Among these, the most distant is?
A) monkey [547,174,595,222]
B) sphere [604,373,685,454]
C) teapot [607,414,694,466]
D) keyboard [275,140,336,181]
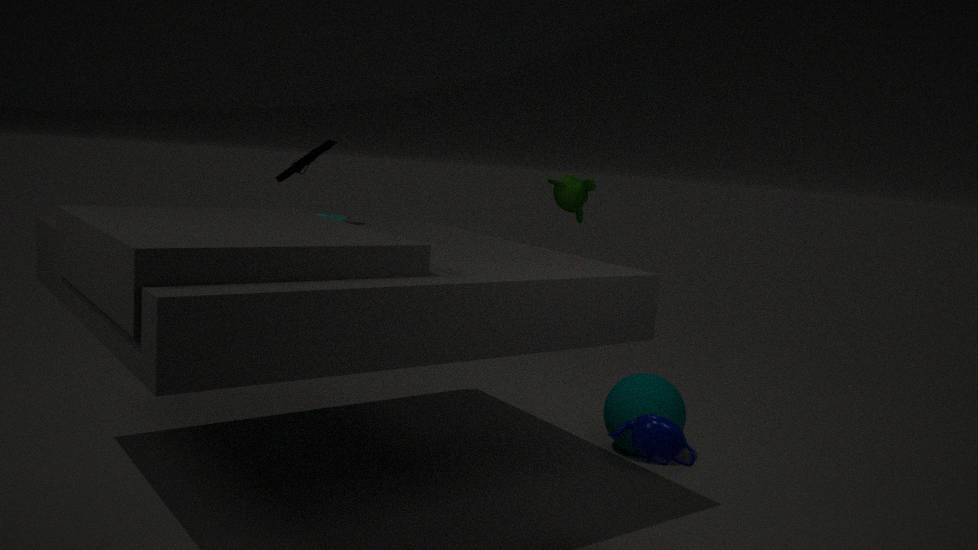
monkey [547,174,595,222]
